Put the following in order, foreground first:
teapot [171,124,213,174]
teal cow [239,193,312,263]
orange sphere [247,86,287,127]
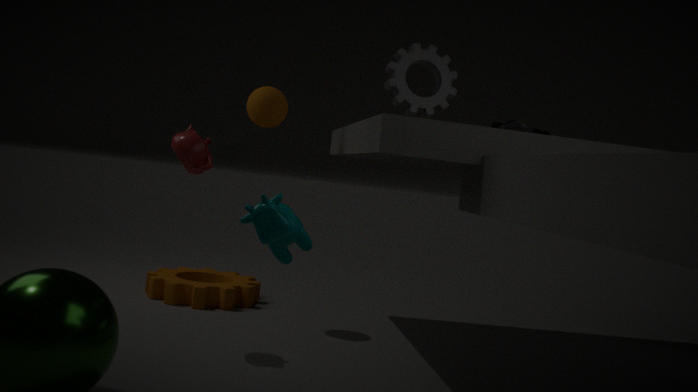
teal cow [239,193,312,263] → teapot [171,124,213,174] → orange sphere [247,86,287,127]
